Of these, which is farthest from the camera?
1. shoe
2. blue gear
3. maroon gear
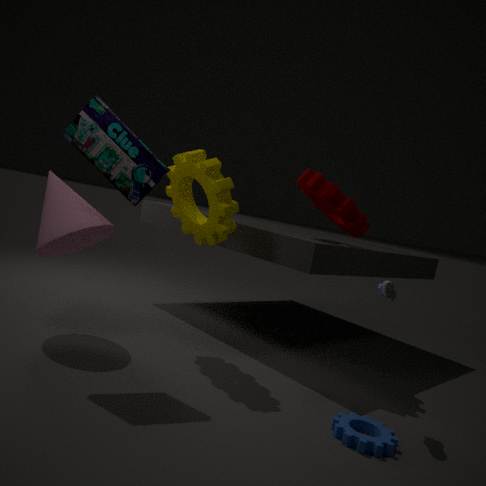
maroon gear
